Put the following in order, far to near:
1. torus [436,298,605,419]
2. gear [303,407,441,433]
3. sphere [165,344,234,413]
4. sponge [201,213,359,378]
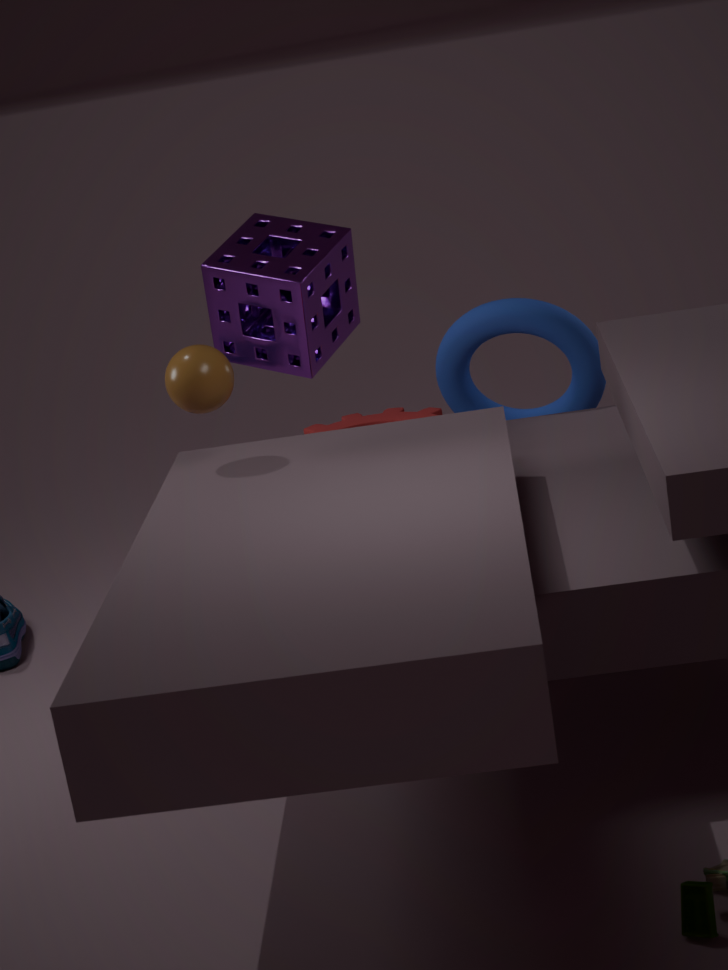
1. sponge [201,213,359,378]
2. torus [436,298,605,419]
3. gear [303,407,441,433]
4. sphere [165,344,234,413]
